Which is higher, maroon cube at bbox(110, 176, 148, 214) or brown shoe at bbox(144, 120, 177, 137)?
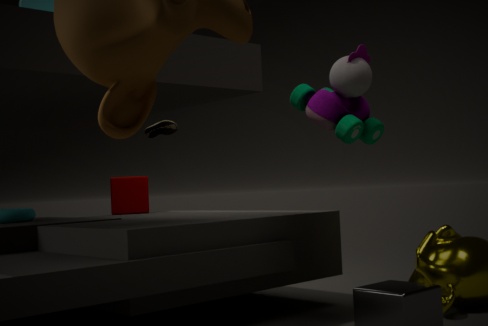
brown shoe at bbox(144, 120, 177, 137)
